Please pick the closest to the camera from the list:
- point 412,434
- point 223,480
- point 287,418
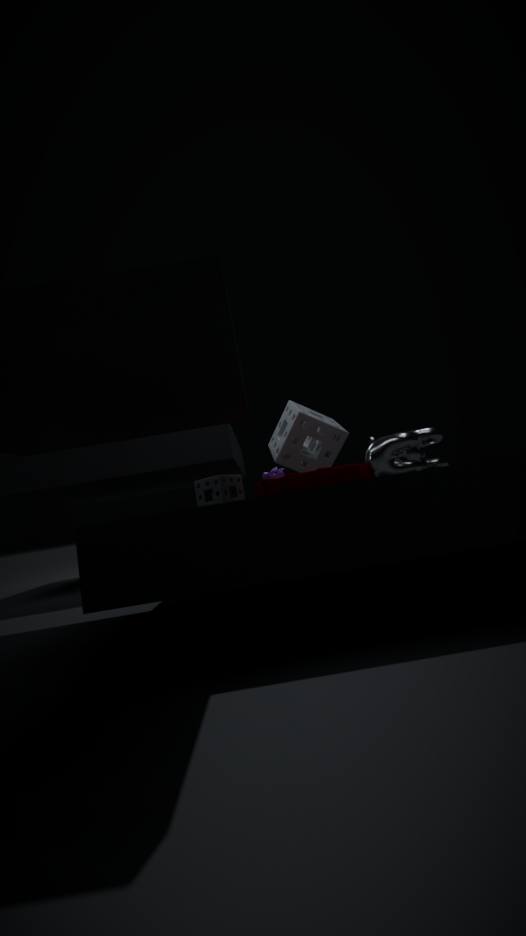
point 412,434
